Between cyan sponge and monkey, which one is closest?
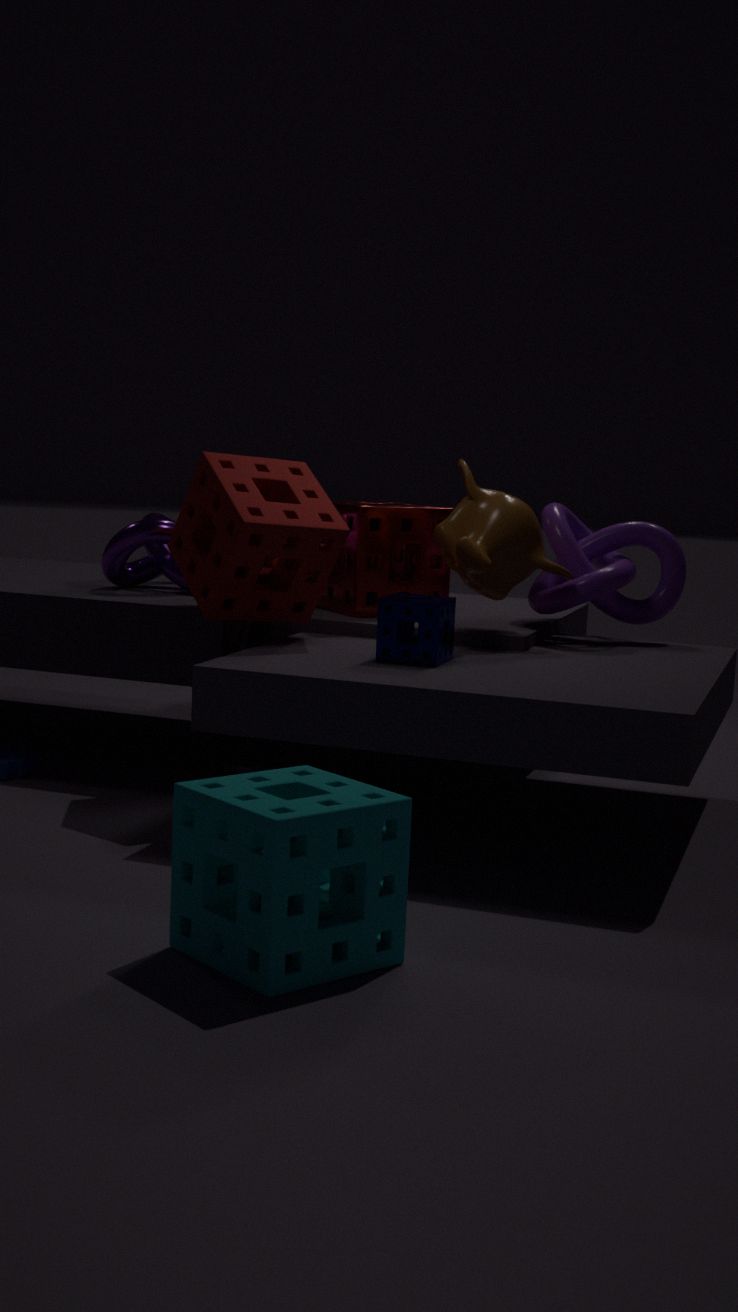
cyan sponge
